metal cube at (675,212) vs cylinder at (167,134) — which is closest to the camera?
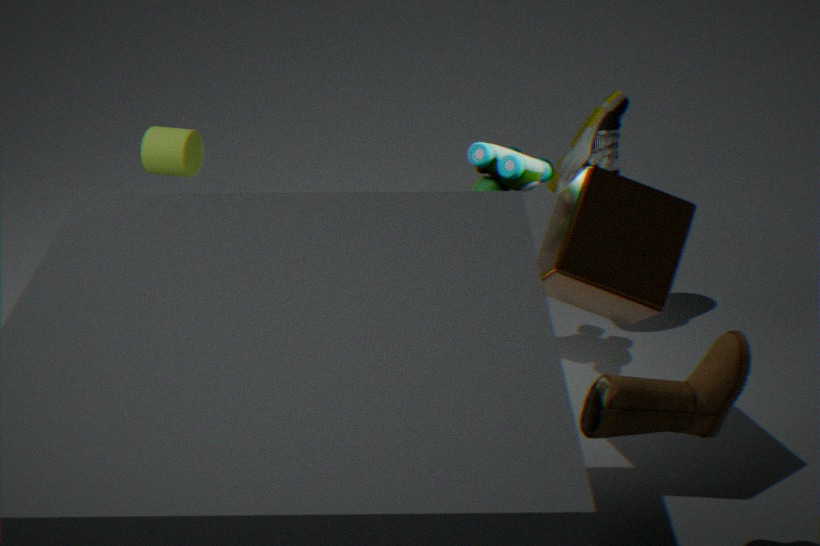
metal cube at (675,212)
